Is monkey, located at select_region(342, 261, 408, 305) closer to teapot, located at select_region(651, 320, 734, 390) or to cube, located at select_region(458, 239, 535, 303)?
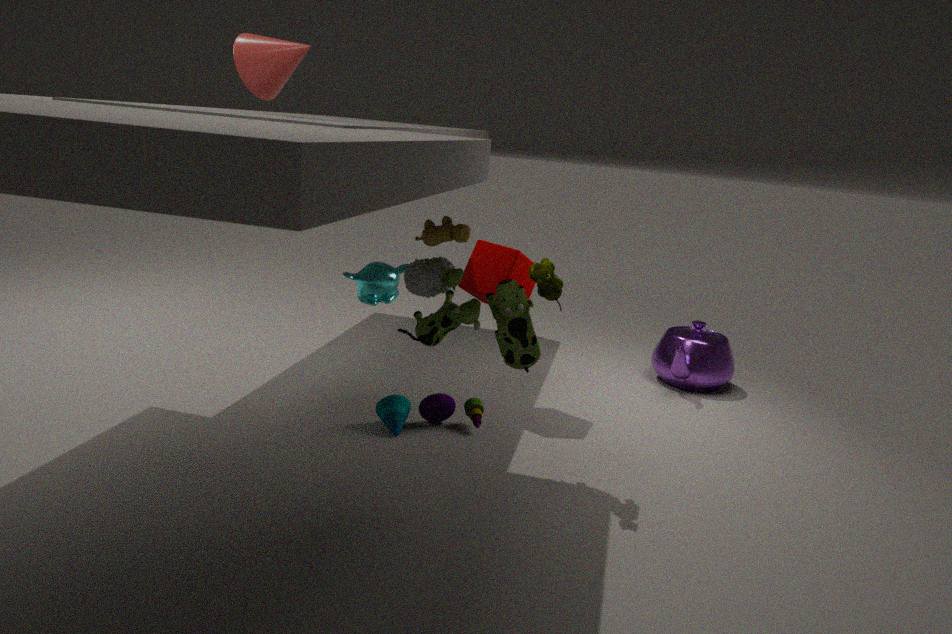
cube, located at select_region(458, 239, 535, 303)
